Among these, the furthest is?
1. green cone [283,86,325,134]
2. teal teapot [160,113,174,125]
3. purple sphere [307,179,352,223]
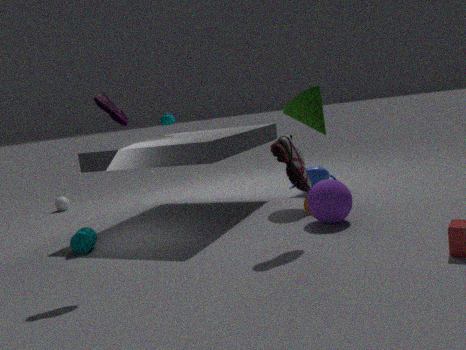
teal teapot [160,113,174,125]
